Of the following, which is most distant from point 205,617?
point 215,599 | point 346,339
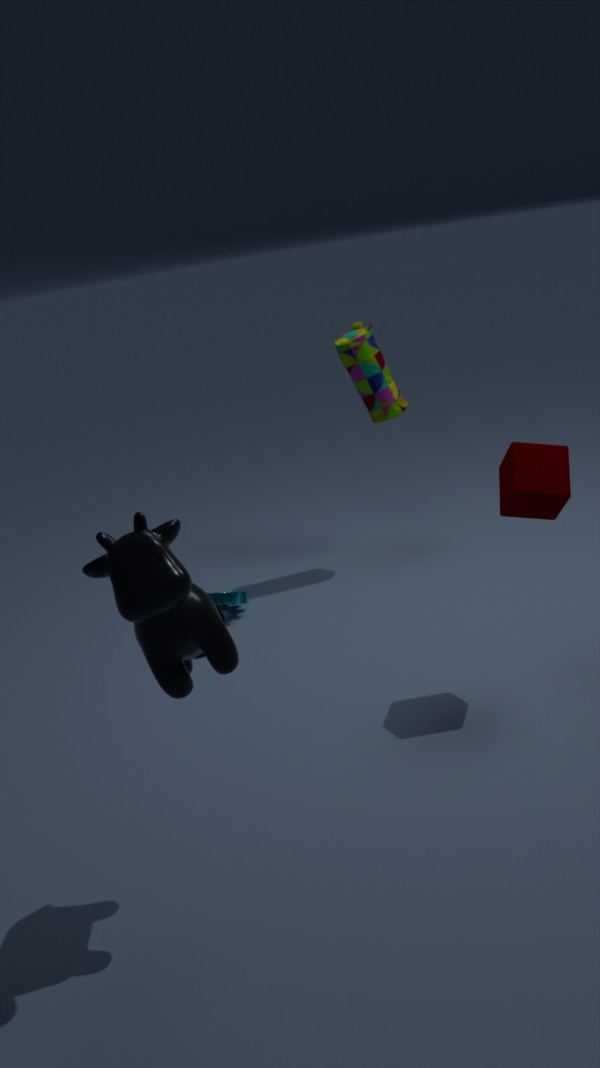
point 346,339
